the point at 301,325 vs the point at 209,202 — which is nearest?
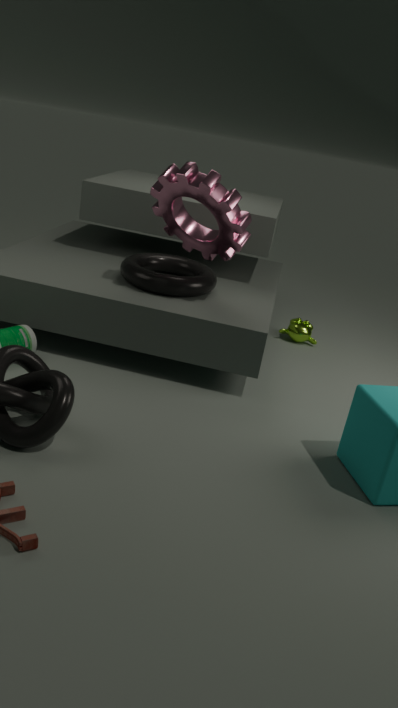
the point at 209,202
